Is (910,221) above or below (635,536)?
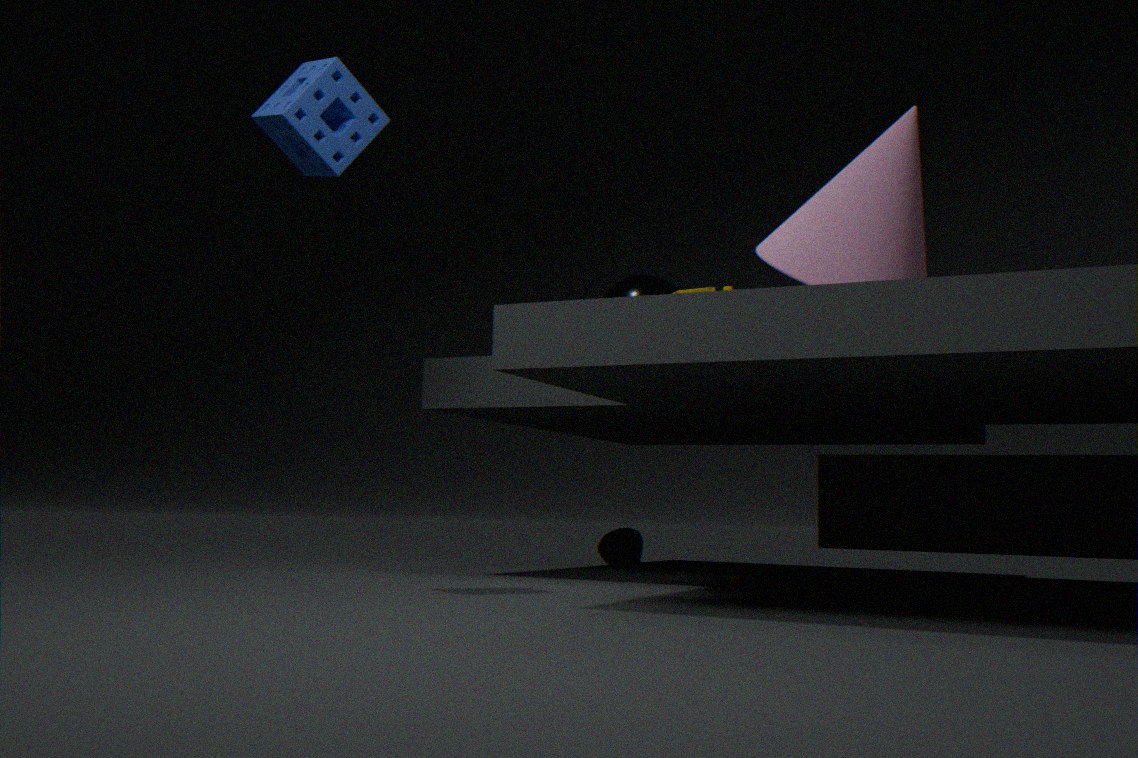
above
